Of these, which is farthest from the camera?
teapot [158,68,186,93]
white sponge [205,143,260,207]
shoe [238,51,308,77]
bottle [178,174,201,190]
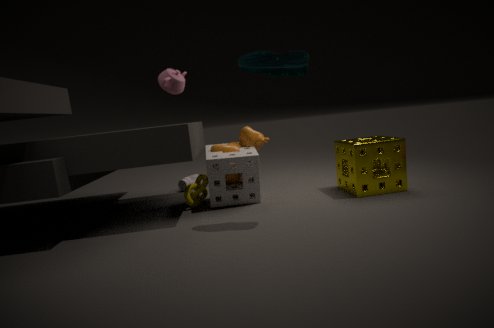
bottle [178,174,201,190]
